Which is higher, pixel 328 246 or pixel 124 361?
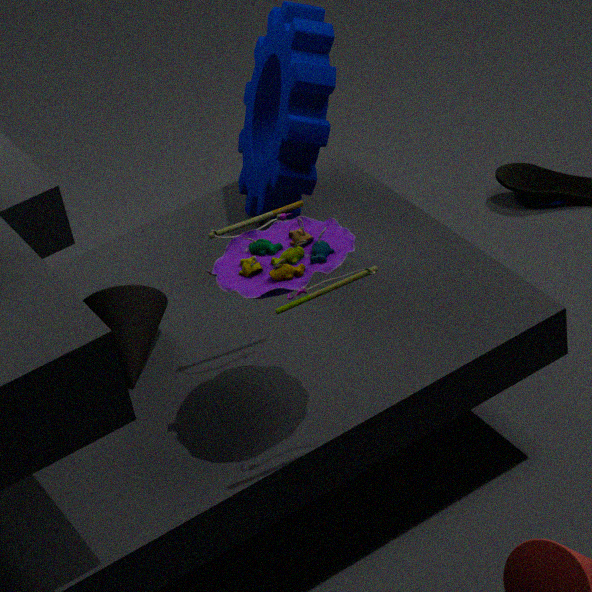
pixel 328 246
